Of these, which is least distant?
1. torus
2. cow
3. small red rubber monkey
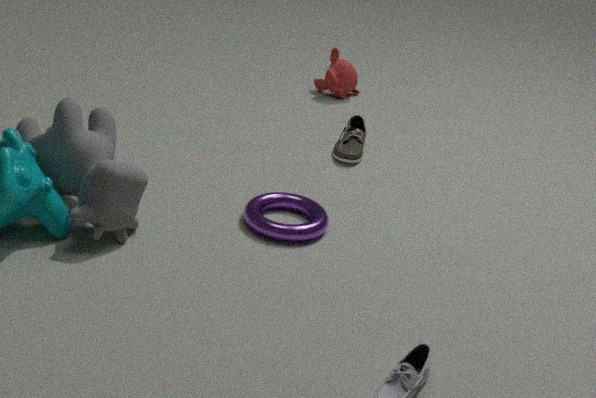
cow
